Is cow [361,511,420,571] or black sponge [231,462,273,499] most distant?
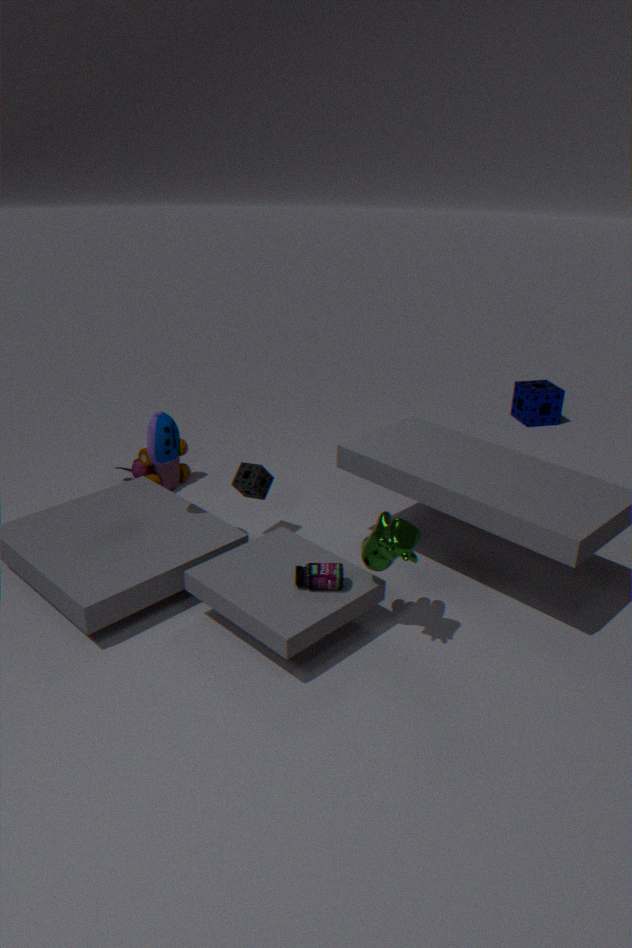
black sponge [231,462,273,499]
